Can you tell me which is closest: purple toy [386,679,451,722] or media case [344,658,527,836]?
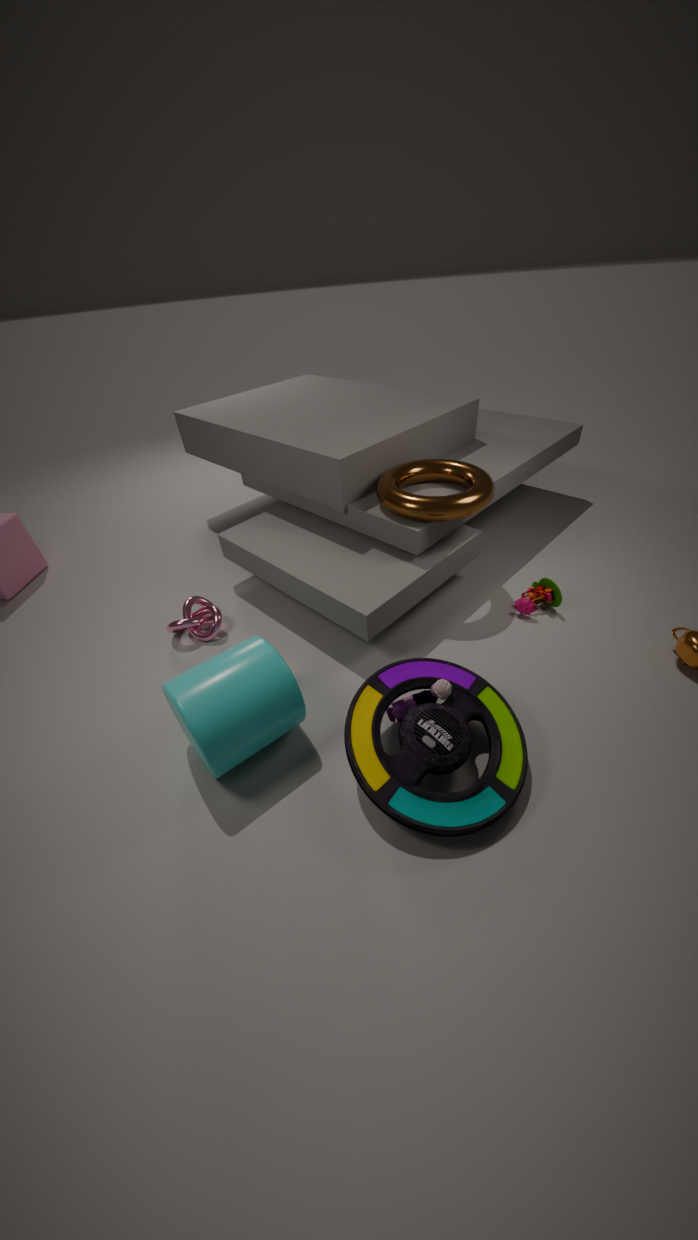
media case [344,658,527,836]
